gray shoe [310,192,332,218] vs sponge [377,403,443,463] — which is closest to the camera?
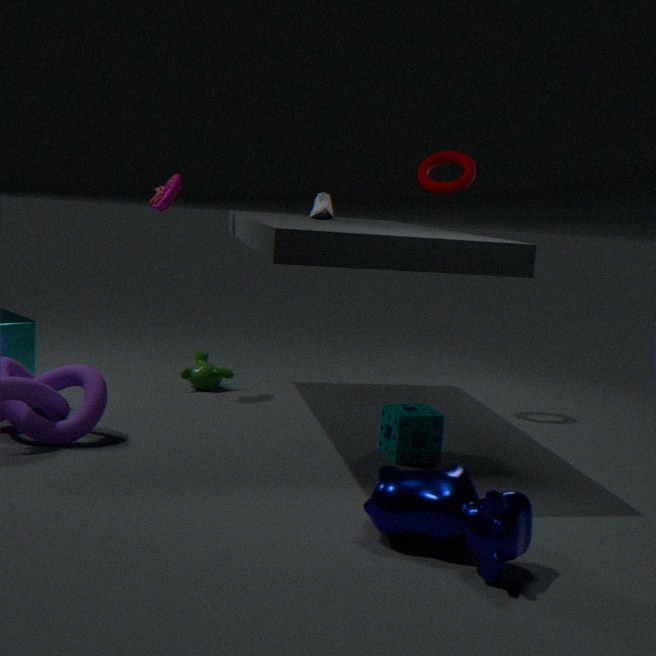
sponge [377,403,443,463]
